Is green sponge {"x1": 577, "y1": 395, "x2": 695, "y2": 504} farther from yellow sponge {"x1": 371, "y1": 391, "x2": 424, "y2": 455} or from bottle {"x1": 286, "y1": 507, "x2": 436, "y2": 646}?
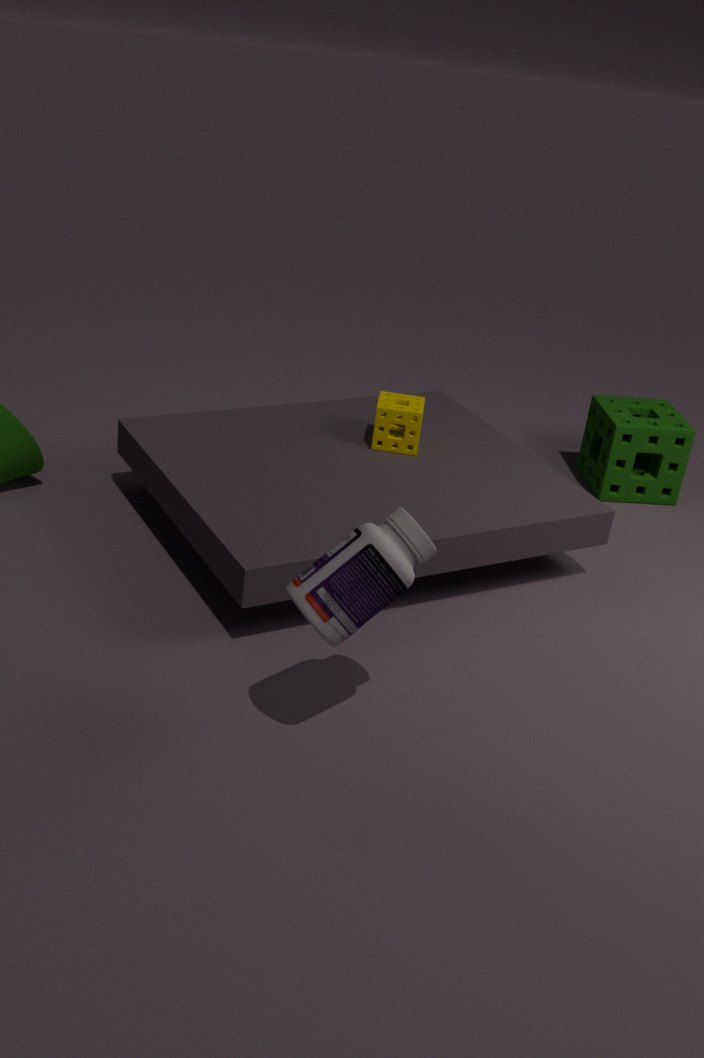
bottle {"x1": 286, "y1": 507, "x2": 436, "y2": 646}
